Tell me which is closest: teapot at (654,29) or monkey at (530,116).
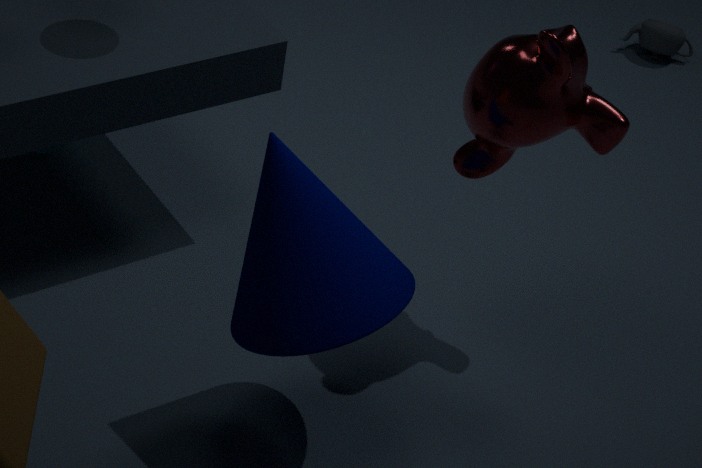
monkey at (530,116)
